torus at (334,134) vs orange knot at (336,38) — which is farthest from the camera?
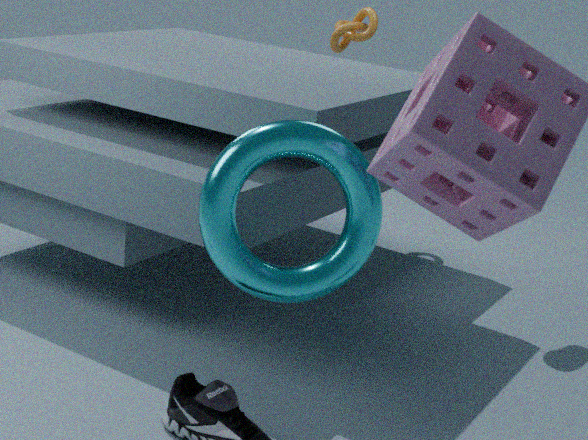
orange knot at (336,38)
